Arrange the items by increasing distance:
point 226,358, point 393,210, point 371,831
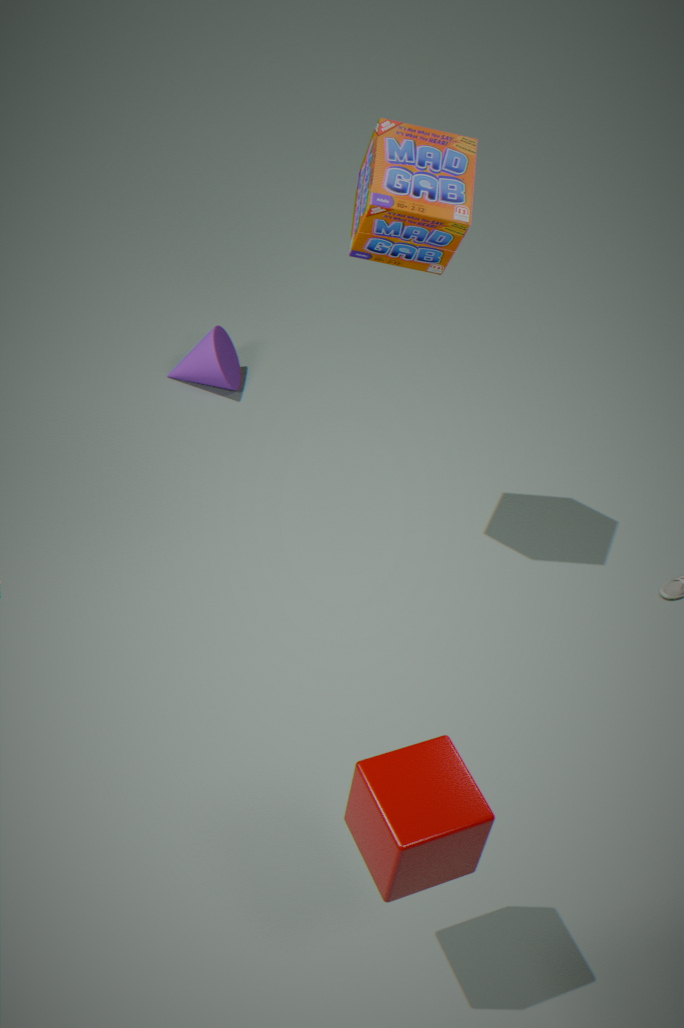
1. point 371,831
2. point 393,210
3. point 226,358
